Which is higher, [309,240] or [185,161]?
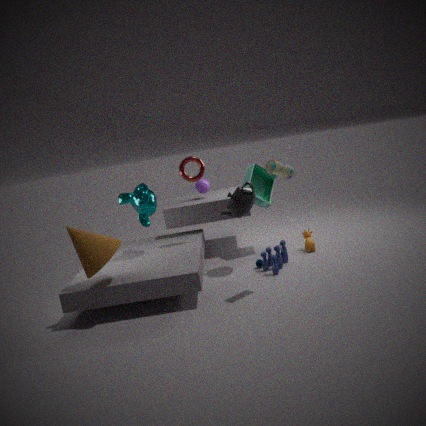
[185,161]
